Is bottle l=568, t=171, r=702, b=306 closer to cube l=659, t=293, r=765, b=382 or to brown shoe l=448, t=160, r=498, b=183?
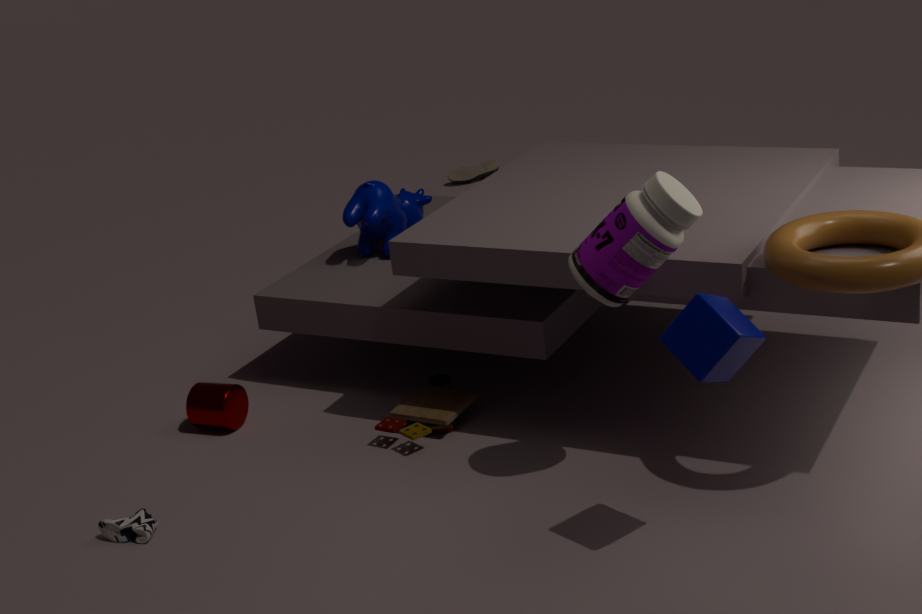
cube l=659, t=293, r=765, b=382
